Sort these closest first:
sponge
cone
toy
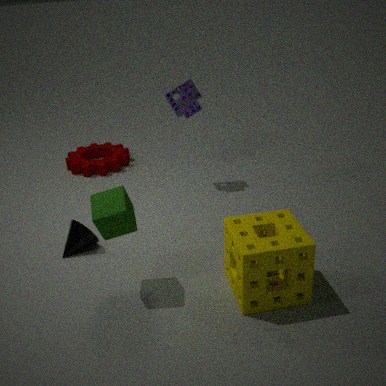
sponge < cone < toy
